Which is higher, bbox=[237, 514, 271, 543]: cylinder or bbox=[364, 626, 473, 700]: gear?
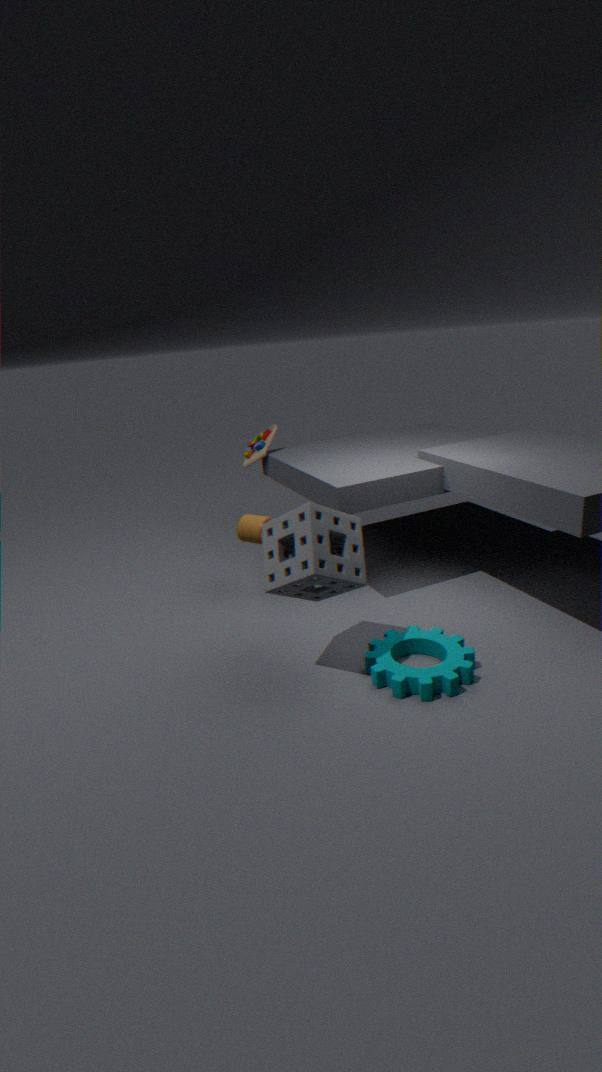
bbox=[237, 514, 271, 543]: cylinder
